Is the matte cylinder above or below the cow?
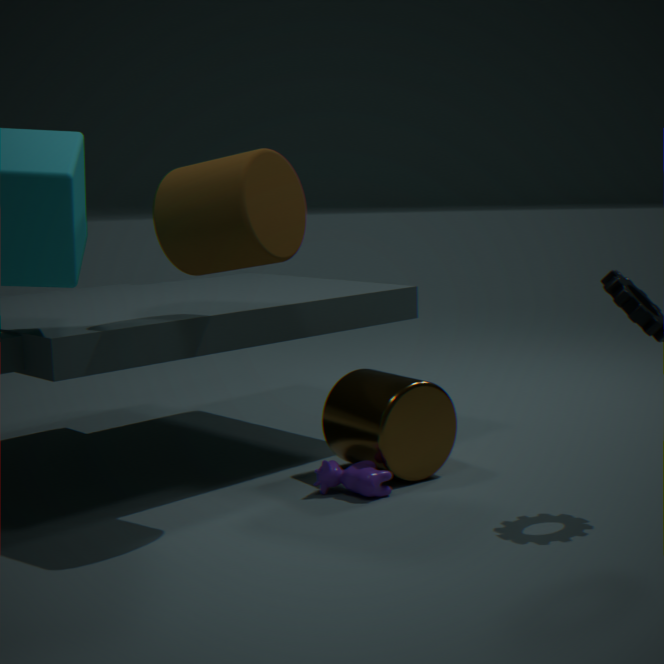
above
